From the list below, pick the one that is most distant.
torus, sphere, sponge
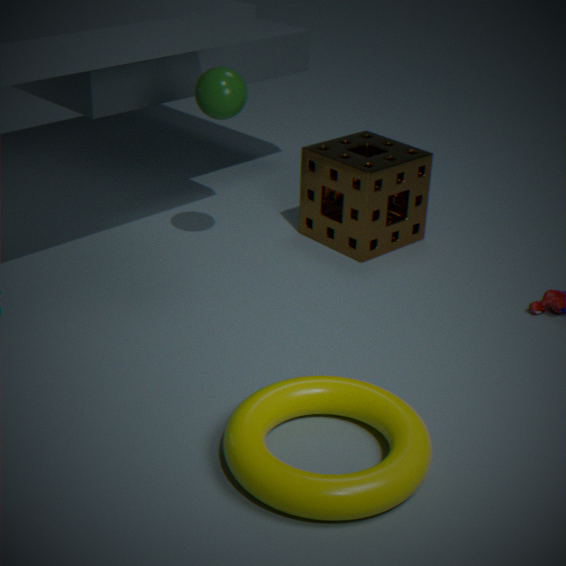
sponge
